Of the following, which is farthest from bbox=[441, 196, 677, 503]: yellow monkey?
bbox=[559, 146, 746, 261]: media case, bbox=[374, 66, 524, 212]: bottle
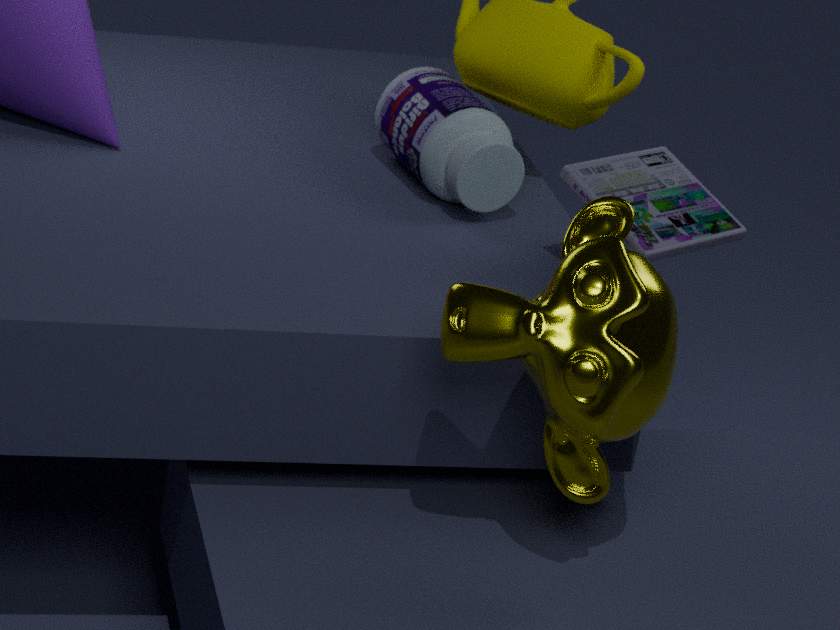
bbox=[374, 66, 524, 212]: bottle
